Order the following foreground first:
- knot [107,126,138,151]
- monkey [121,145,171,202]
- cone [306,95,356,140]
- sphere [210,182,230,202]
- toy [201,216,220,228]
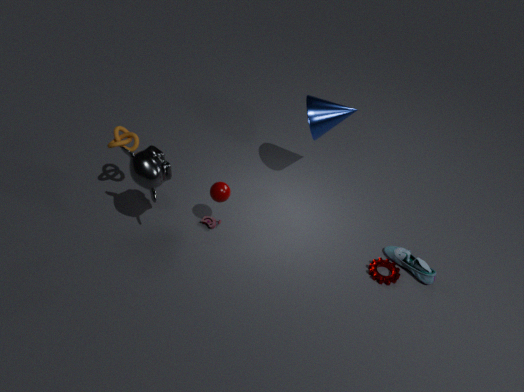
1. monkey [121,145,171,202]
2. sphere [210,182,230,202]
3. knot [107,126,138,151]
4. cone [306,95,356,140]
5. toy [201,216,220,228]
